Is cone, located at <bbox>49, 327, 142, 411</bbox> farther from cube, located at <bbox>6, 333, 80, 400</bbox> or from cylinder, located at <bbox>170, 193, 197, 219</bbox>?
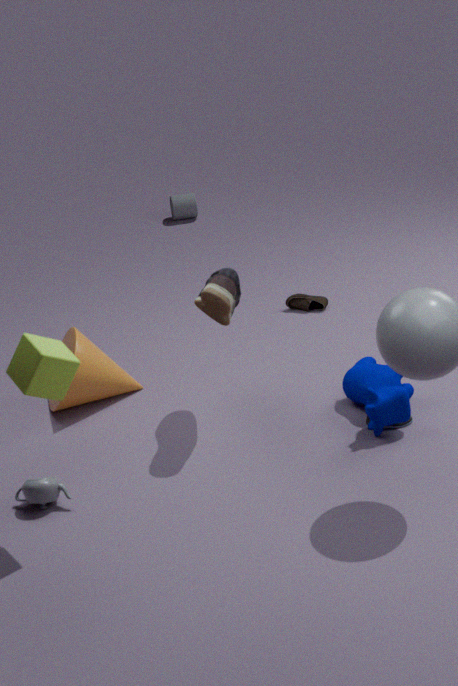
cylinder, located at <bbox>170, 193, 197, 219</bbox>
